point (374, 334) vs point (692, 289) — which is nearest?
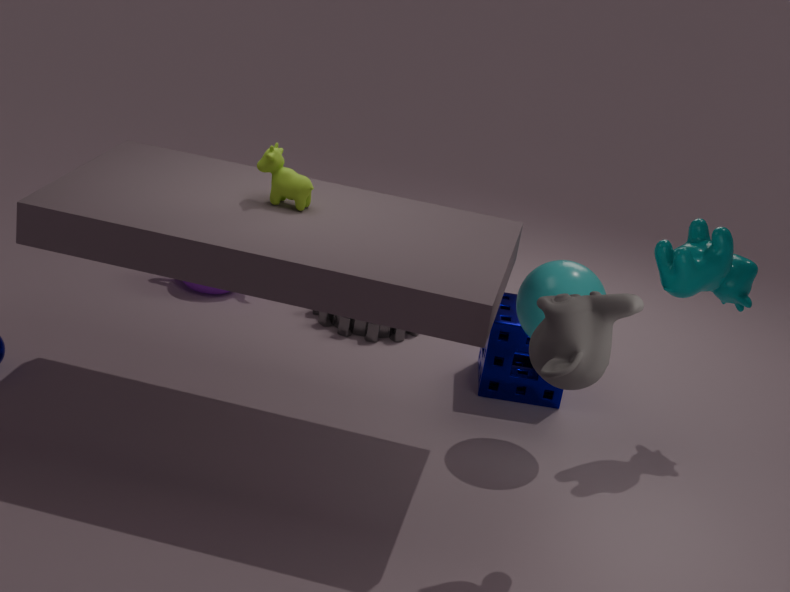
point (692, 289)
